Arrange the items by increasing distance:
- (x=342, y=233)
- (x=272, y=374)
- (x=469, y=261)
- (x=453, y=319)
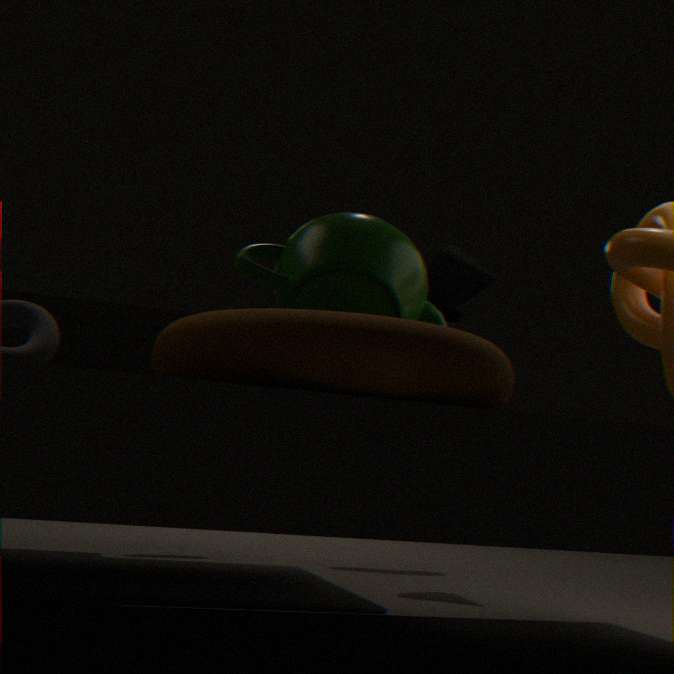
(x=272, y=374), (x=342, y=233), (x=469, y=261), (x=453, y=319)
